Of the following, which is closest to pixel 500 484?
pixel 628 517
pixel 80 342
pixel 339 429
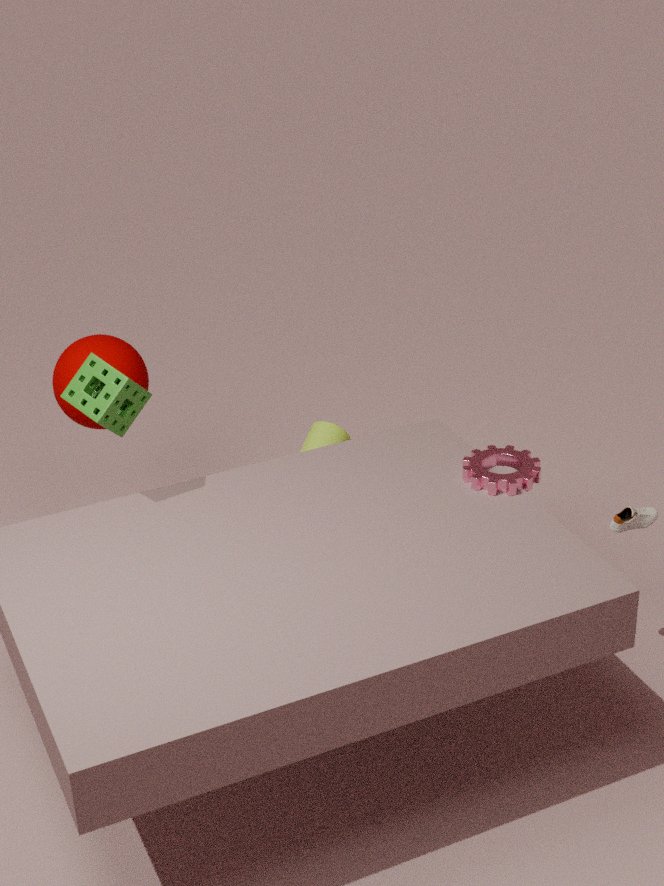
pixel 628 517
